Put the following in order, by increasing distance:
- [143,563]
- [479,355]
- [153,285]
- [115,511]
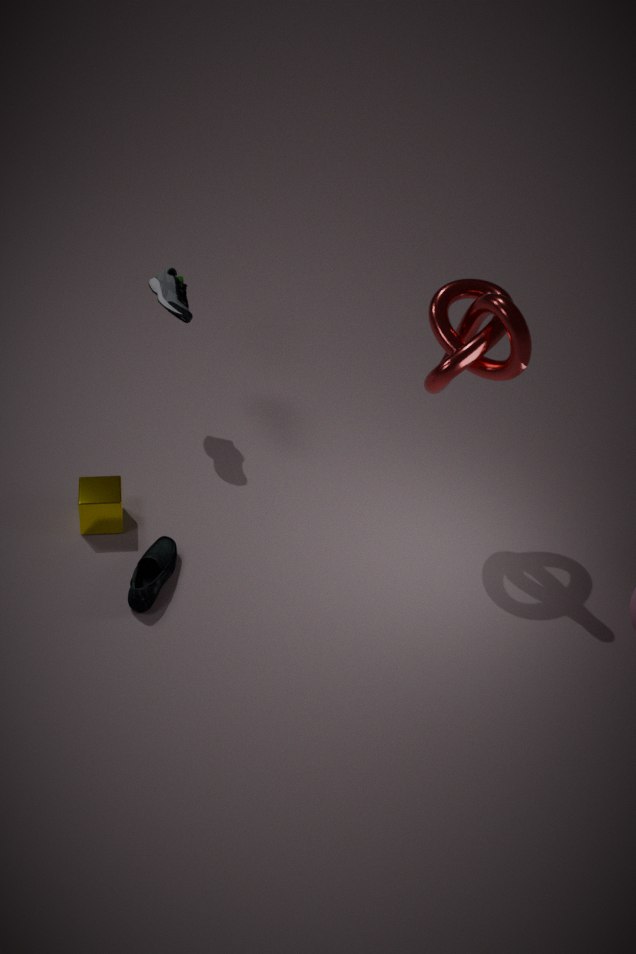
[479,355], [143,563], [115,511], [153,285]
